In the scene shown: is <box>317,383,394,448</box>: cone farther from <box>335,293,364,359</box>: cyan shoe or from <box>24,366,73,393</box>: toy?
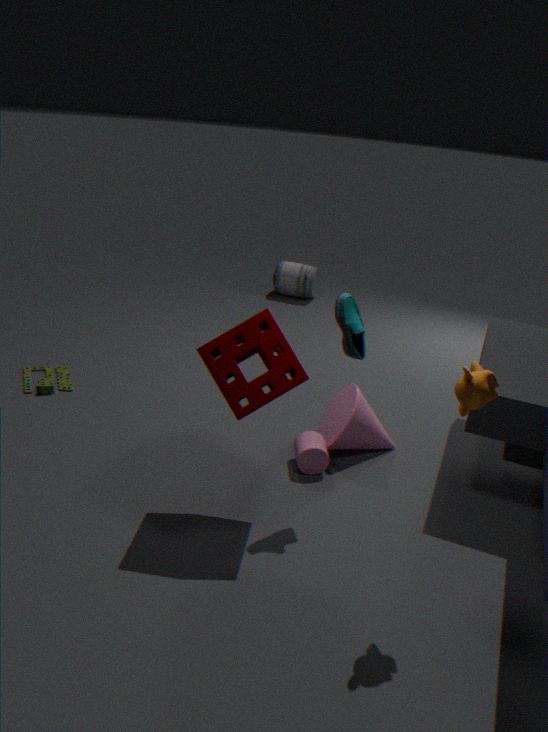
<box>24,366,73,393</box>: toy
